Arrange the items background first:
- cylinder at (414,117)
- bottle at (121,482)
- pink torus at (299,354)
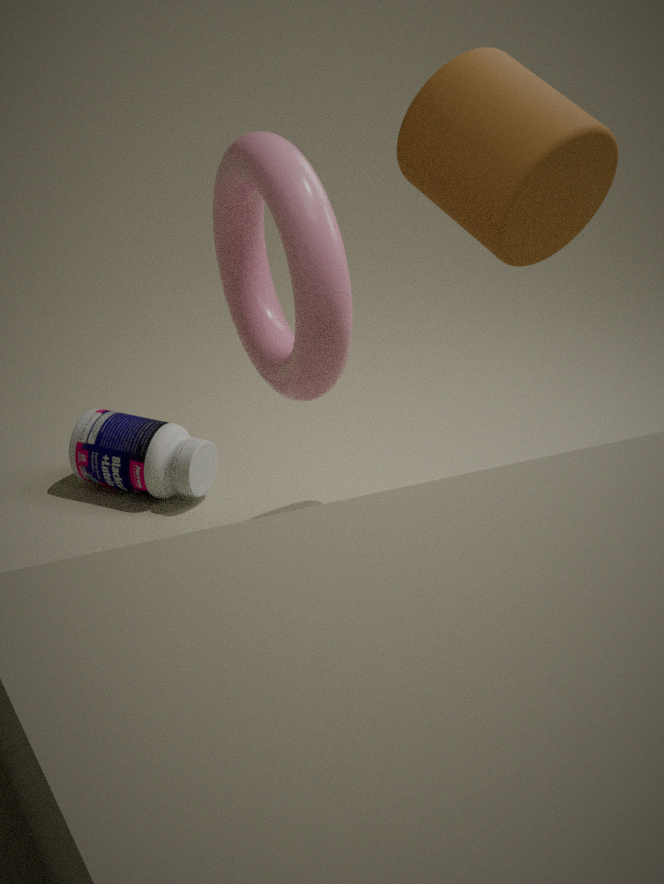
1. bottle at (121,482)
2. cylinder at (414,117)
3. pink torus at (299,354)
